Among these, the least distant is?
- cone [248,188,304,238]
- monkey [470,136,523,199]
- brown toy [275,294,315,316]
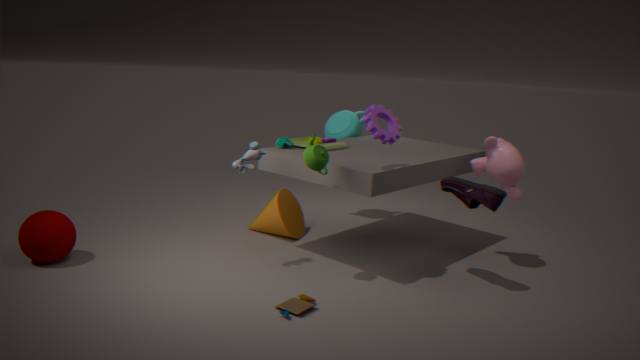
brown toy [275,294,315,316]
